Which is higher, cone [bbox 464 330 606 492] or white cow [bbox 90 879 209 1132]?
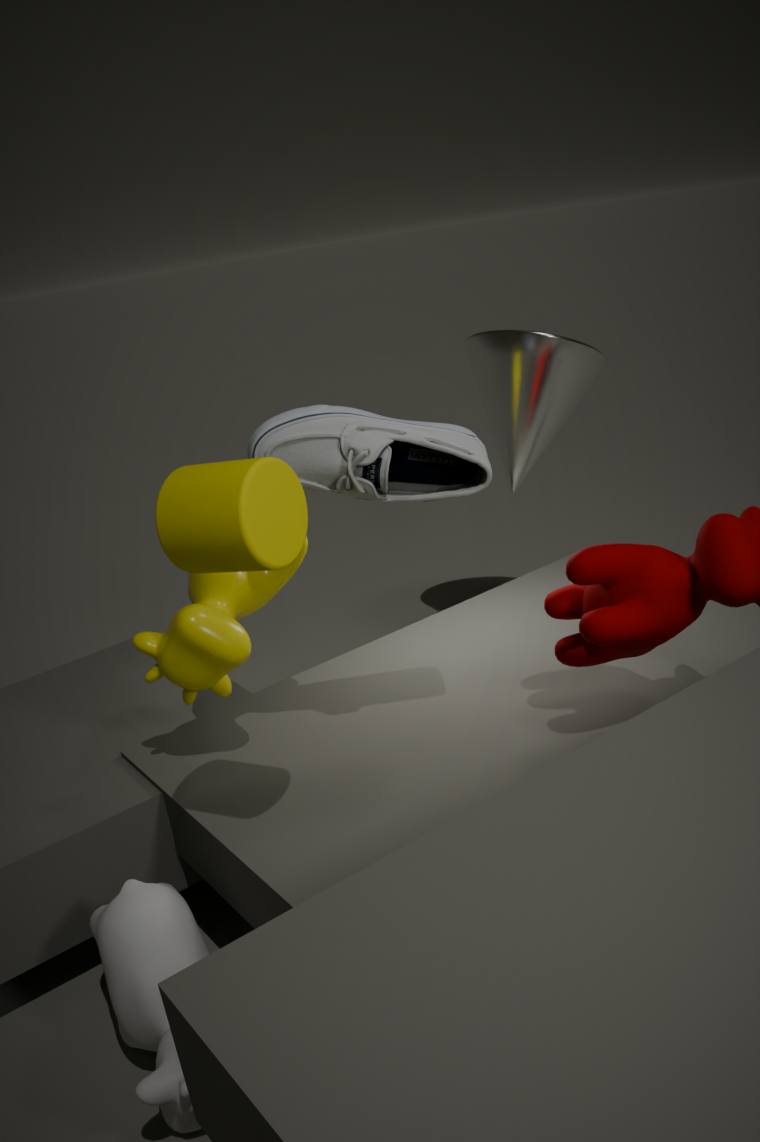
cone [bbox 464 330 606 492]
